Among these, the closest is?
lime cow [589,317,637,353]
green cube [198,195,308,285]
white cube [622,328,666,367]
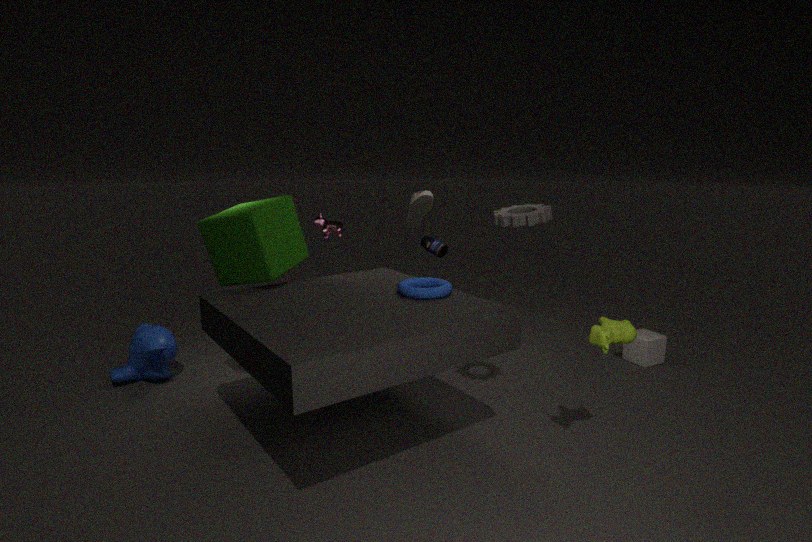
lime cow [589,317,637,353]
